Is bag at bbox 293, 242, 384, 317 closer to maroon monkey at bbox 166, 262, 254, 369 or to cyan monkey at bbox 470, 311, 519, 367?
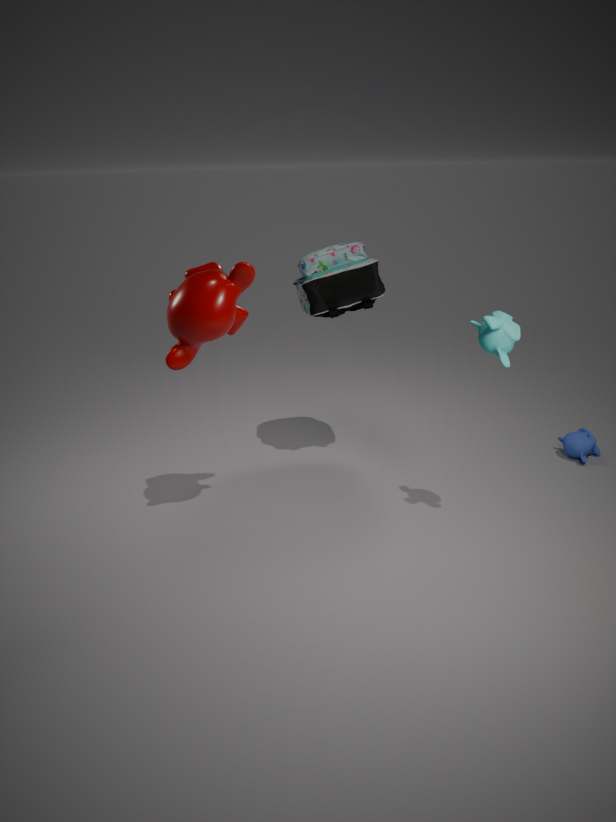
maroon monkey at bbox 166, 262, 254, 369
